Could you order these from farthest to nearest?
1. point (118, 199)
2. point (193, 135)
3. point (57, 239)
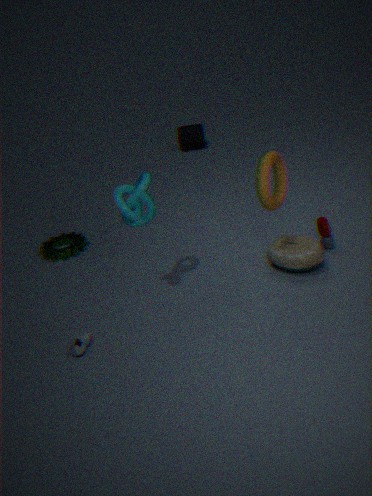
point (193, 135), point (57, 239), point (118, 199)
